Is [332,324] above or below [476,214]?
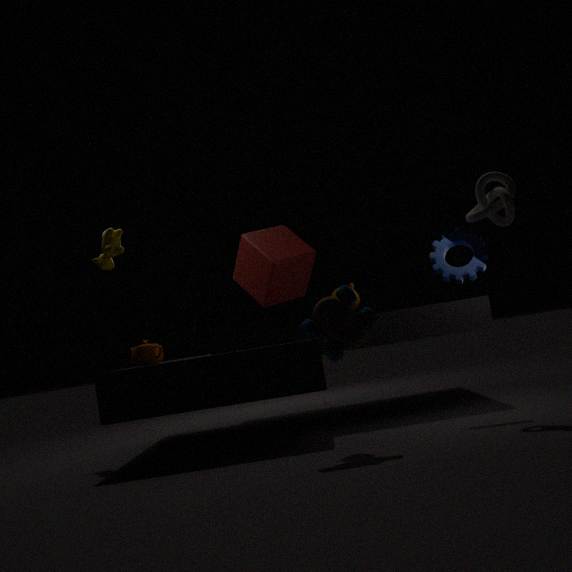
below
